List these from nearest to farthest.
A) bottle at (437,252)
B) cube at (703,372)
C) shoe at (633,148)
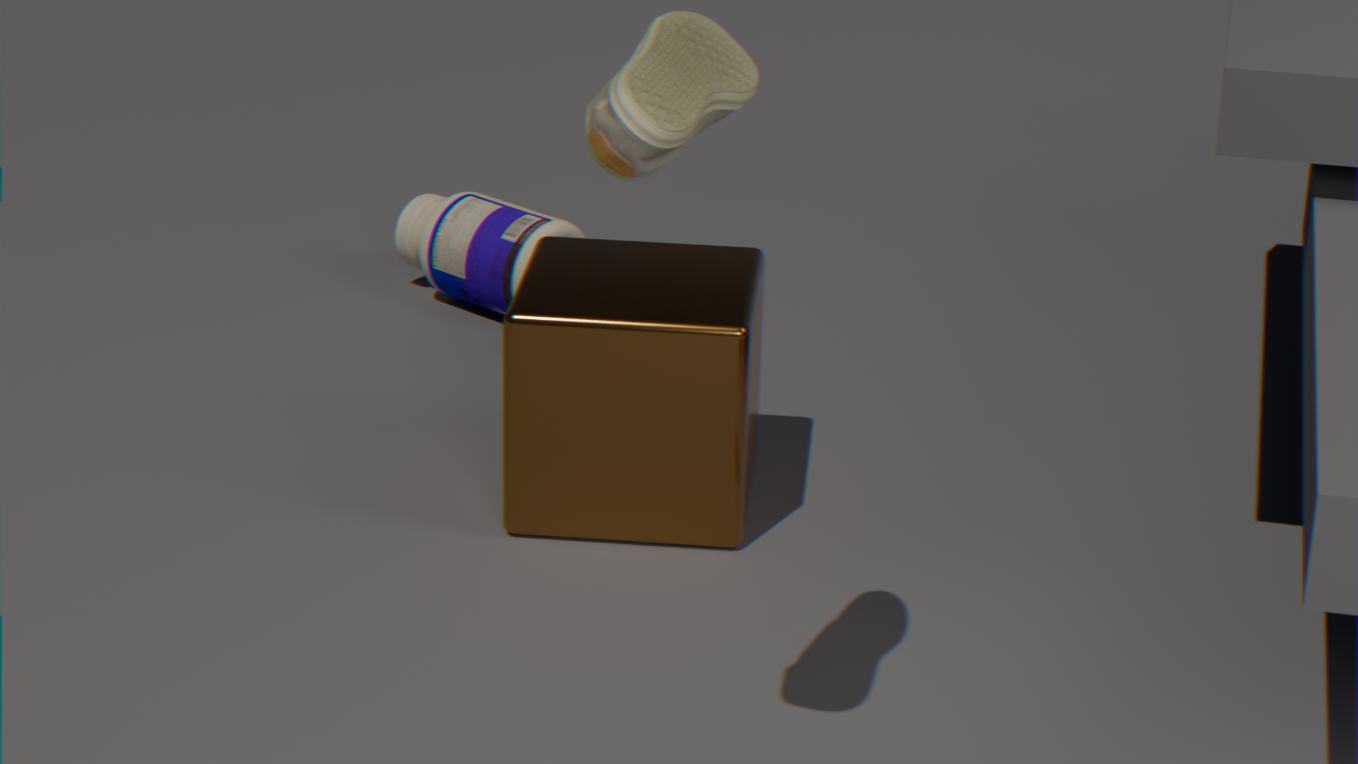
shoe at (633,148)
cube at (703,372)
bottle at (437,252)
